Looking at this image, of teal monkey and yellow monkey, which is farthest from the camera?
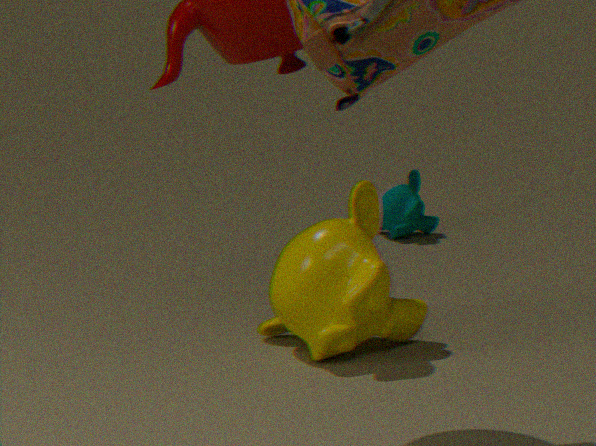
teal monkey
